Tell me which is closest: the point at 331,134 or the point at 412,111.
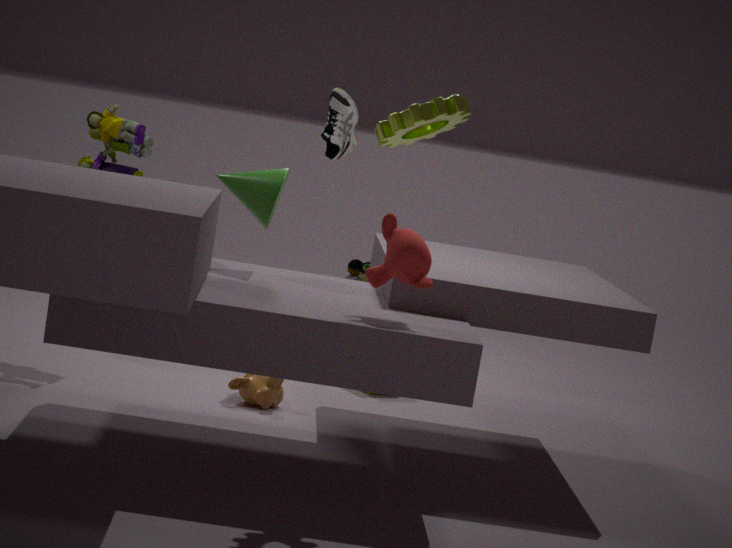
the point at 412,111
